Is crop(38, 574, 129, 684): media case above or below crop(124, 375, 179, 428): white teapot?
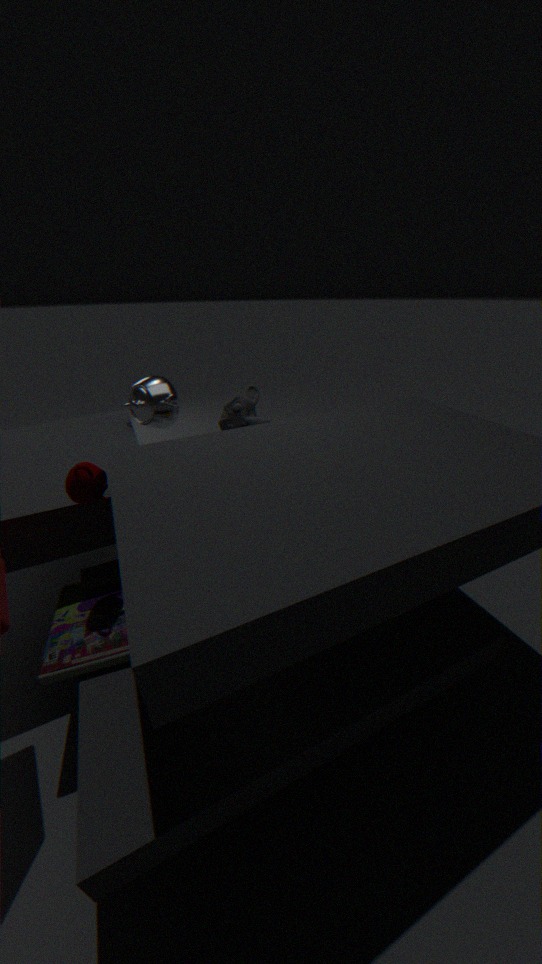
below
